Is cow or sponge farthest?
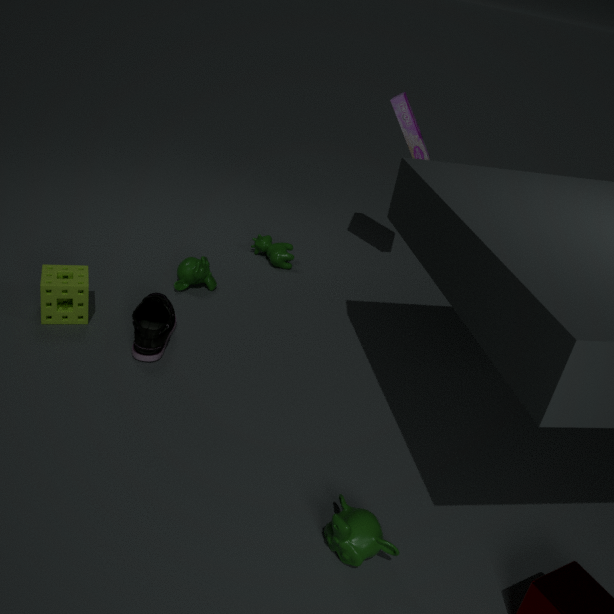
cow
